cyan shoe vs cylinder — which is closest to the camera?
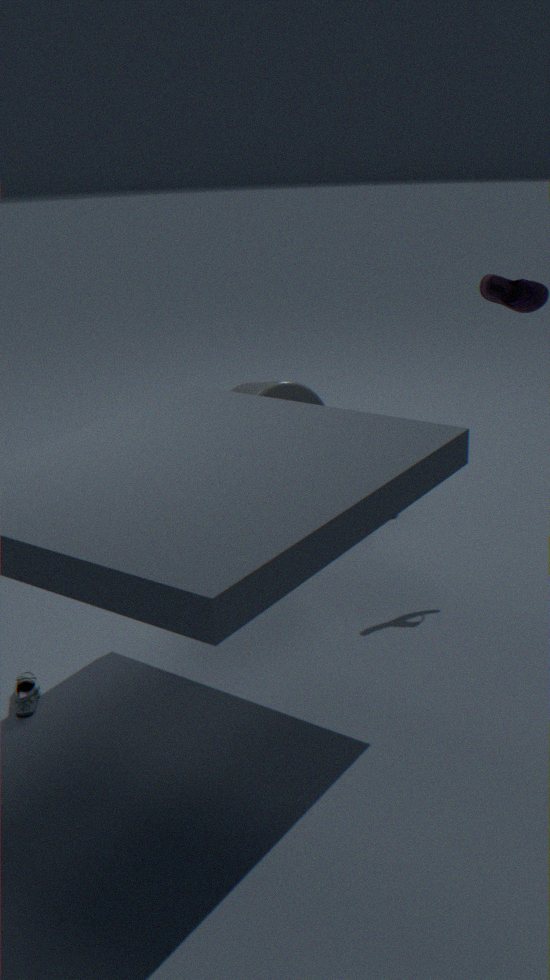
cyan shoe
